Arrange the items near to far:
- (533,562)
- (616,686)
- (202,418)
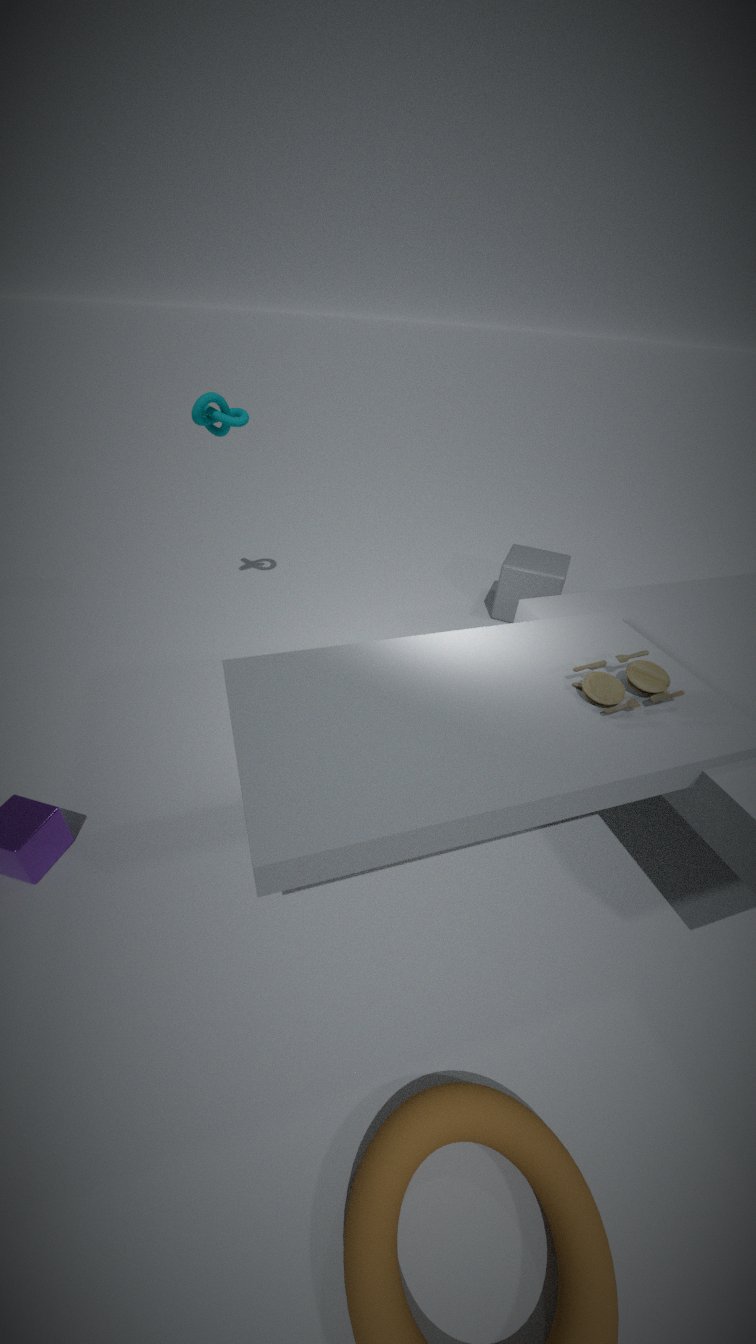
(616,686) < (202,418) < (533,562)
